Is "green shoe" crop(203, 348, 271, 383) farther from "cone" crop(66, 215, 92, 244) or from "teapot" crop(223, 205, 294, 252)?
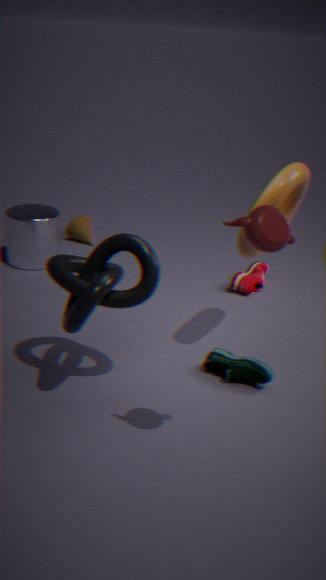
"cone" crop(66, 215, 92, 244)
